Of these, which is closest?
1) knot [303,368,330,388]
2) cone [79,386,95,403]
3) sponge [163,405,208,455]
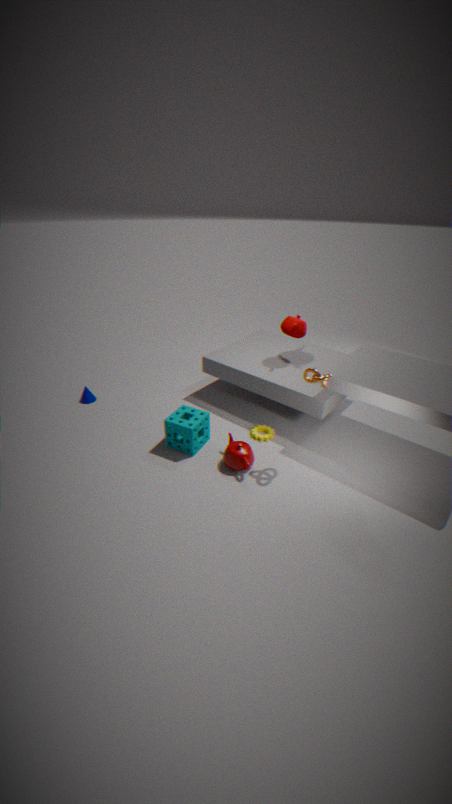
1. knot [303,368,330,388]
